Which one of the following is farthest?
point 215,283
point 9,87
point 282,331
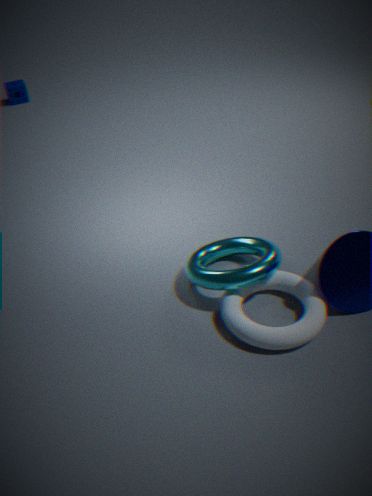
point 9,87
